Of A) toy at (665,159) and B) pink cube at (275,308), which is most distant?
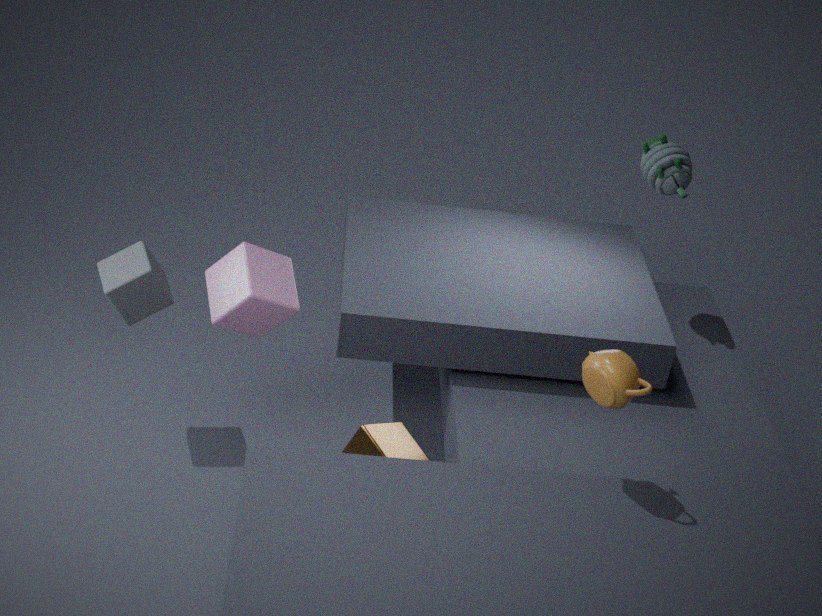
A. toy at (665,159)
